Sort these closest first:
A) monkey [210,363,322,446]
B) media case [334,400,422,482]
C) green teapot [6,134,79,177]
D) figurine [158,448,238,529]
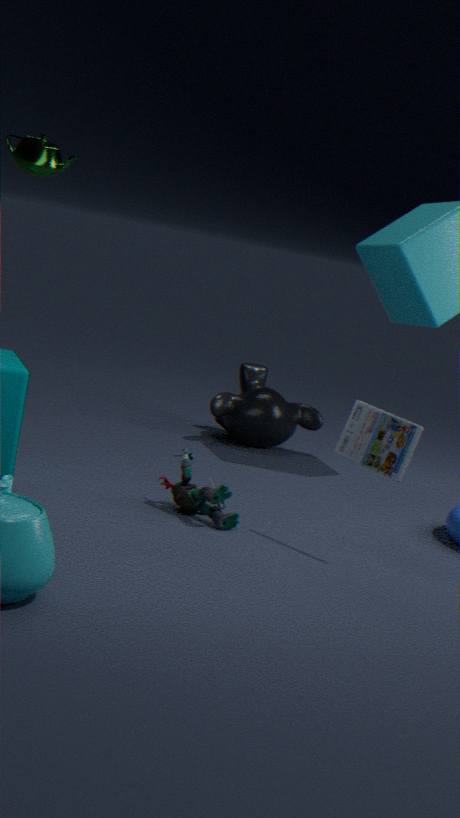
media case [334,400,422,482] < figurine [158,448,238,529] < green teapot [6,134,79,177] < monkey [210,363,322,446]
